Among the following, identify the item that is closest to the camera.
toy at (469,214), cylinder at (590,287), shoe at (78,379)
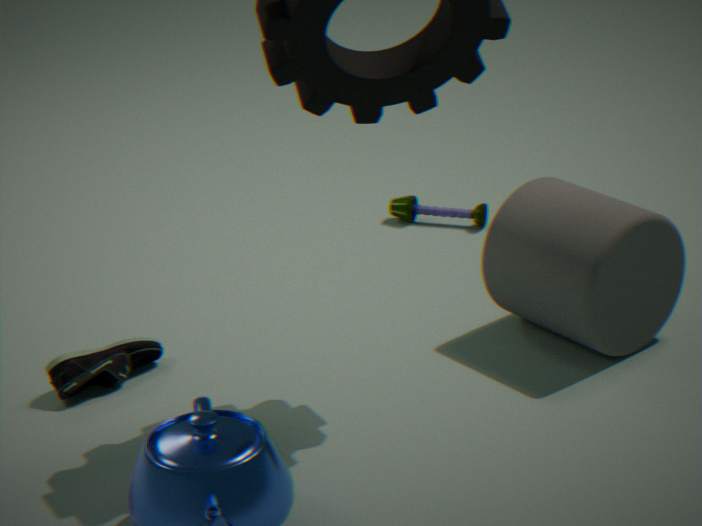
cylinder at (590,287)
